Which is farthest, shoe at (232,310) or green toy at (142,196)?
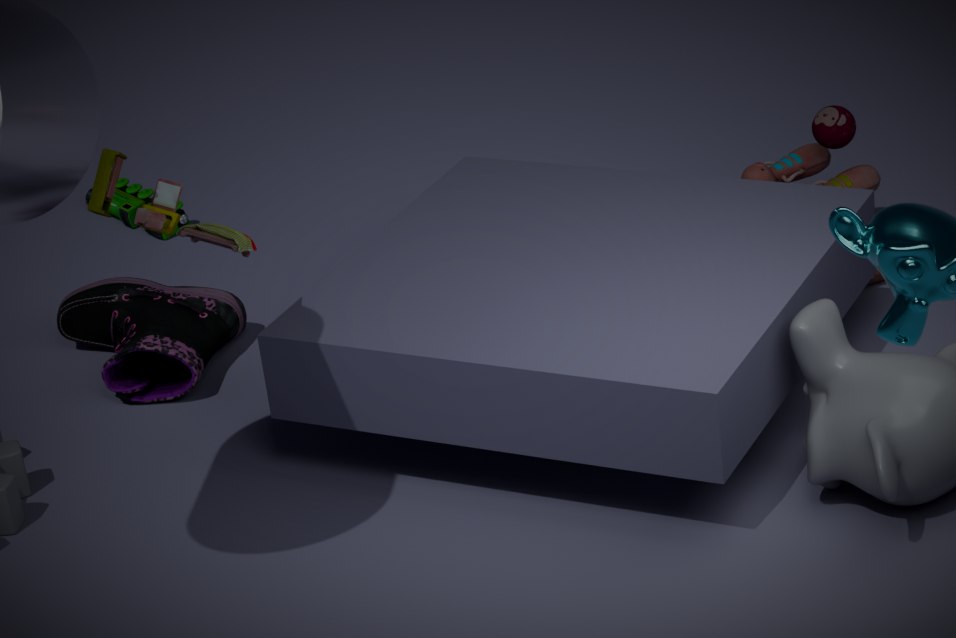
green toy at (142,196)
